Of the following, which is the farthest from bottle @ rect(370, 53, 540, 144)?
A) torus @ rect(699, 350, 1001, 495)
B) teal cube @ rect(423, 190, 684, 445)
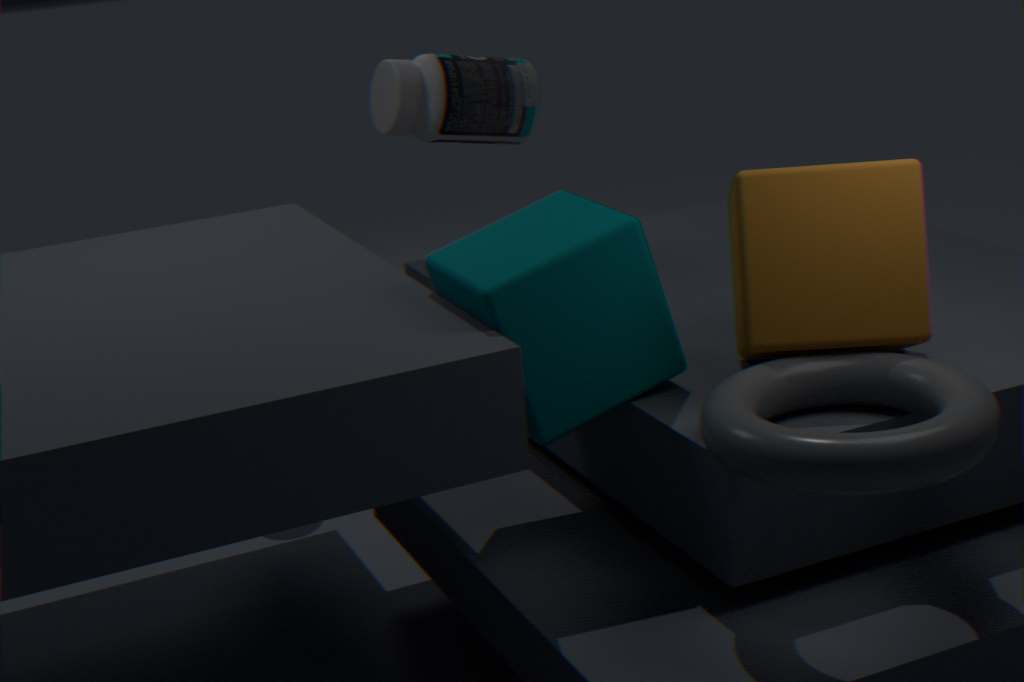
torus @ rect(699, 350, 1001, 495)
